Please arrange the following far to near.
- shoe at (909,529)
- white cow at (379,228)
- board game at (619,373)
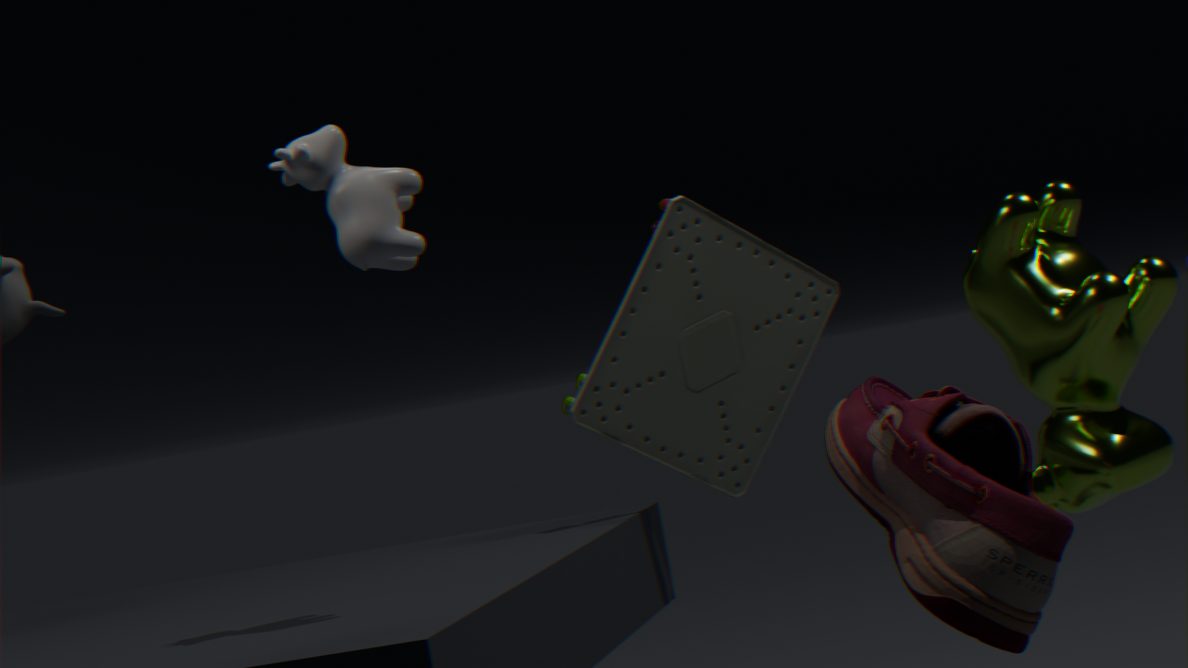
1. board game at (619,373)
2. white cow at (379,228)
3. shoe at (909,529)
